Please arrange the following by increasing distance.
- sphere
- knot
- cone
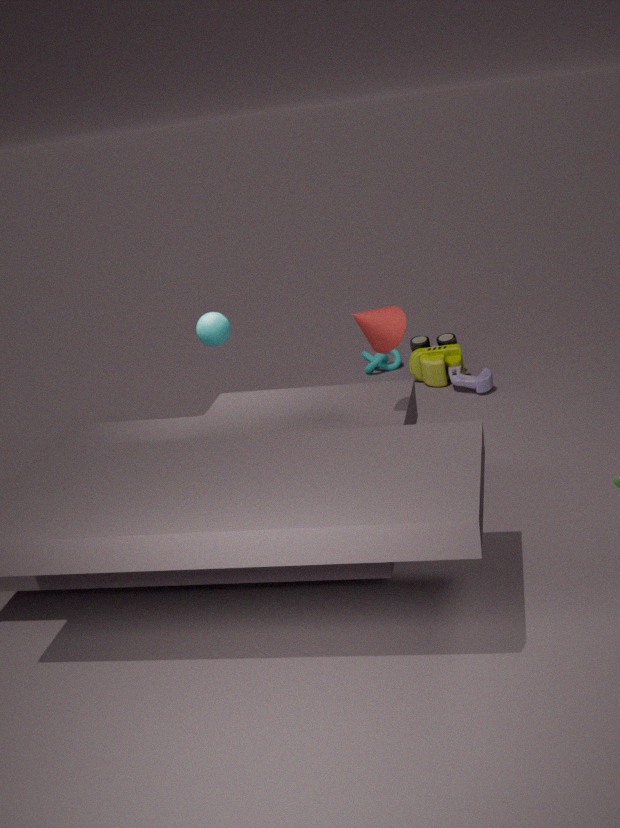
cone, sphere, knot
